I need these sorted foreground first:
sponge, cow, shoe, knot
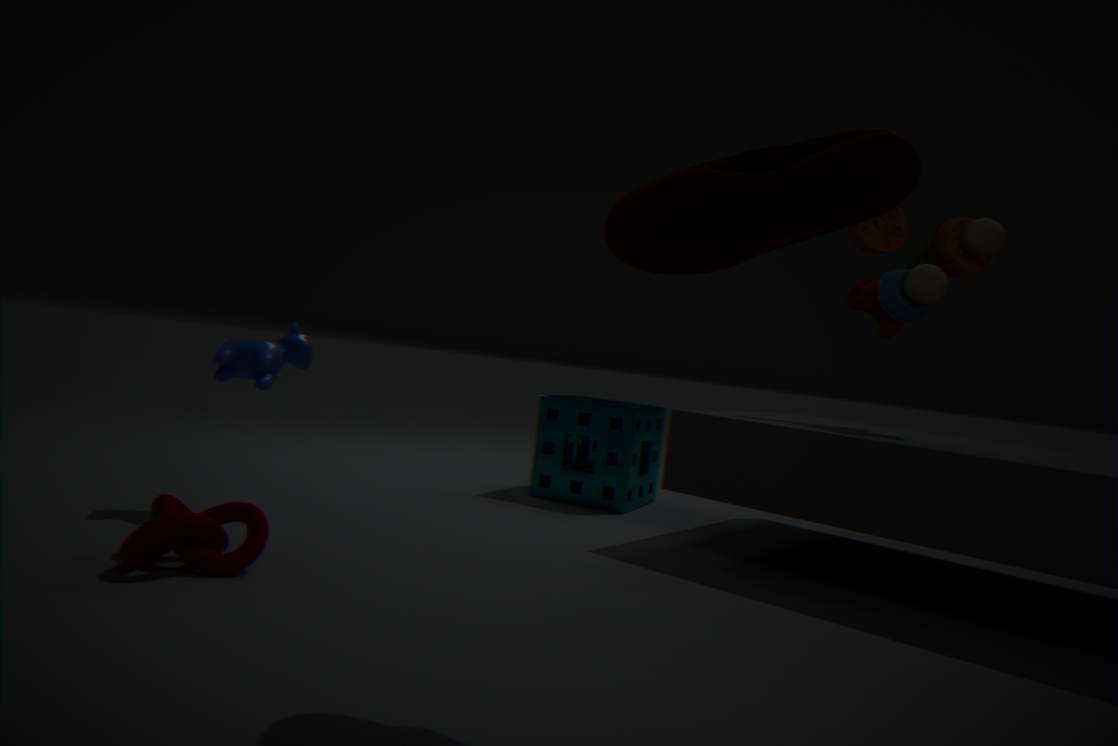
shoe < knot < cow < sponge
